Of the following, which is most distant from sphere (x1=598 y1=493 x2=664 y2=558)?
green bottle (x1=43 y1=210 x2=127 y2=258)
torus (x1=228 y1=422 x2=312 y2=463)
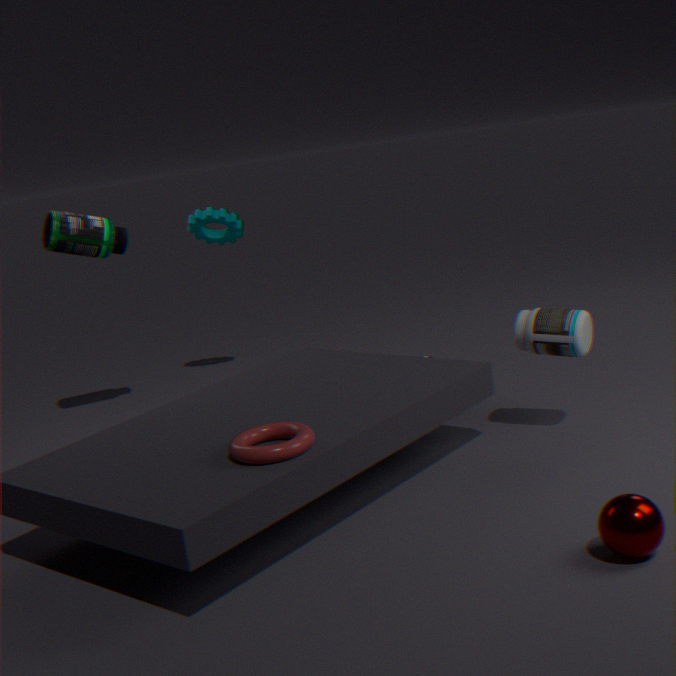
green bottle (x1=43 y1=210 x2=127 y2=258)
